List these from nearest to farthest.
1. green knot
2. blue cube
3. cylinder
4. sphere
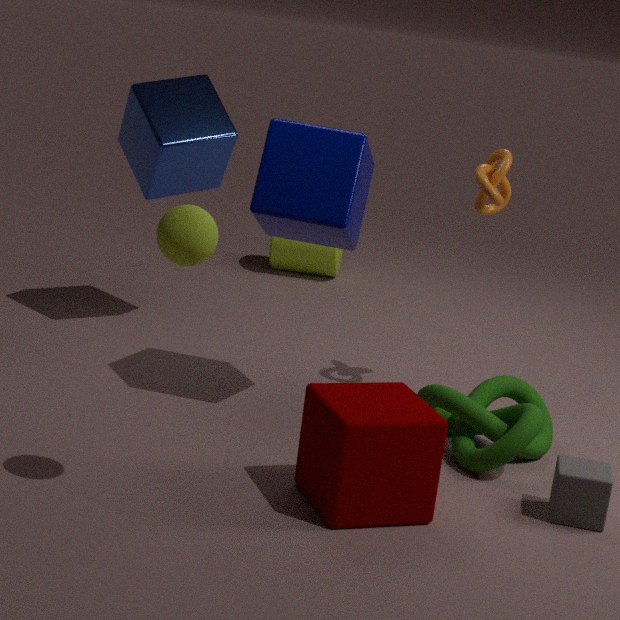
sphere
green knot
blue cube
cylinder
